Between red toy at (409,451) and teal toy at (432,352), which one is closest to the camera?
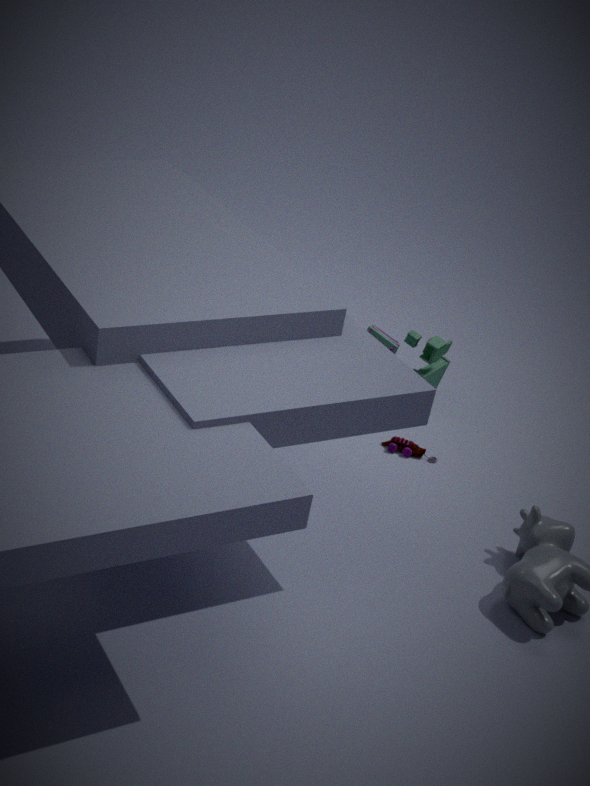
red toy at (409,451)
